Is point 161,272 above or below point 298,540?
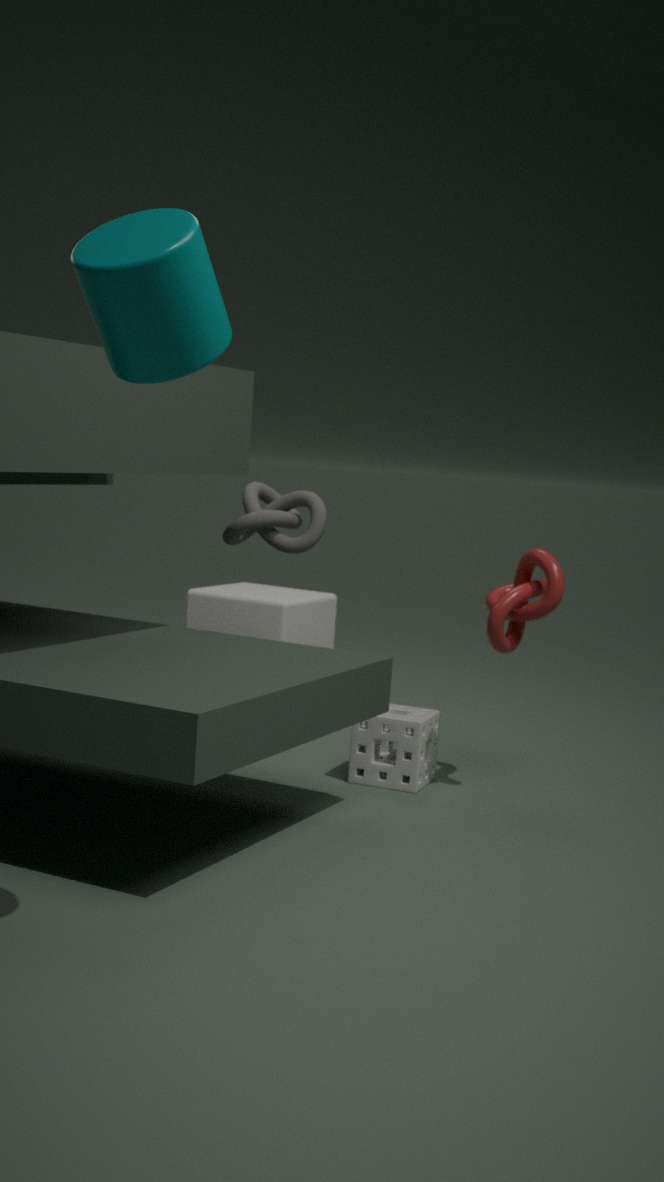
above
